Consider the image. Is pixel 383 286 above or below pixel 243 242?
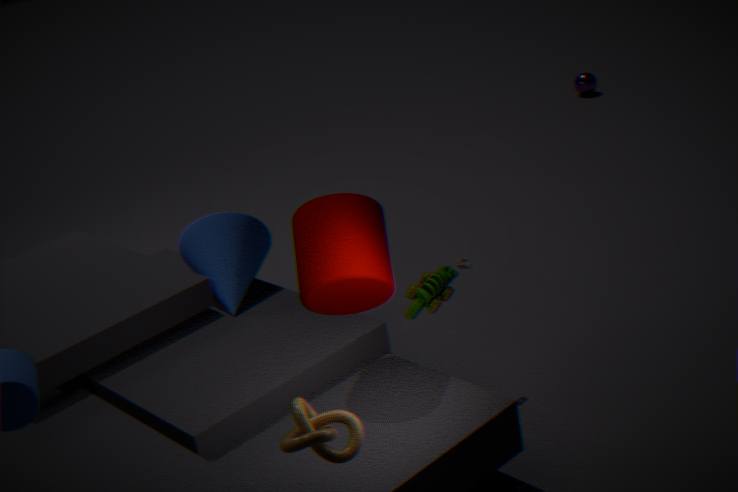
above
